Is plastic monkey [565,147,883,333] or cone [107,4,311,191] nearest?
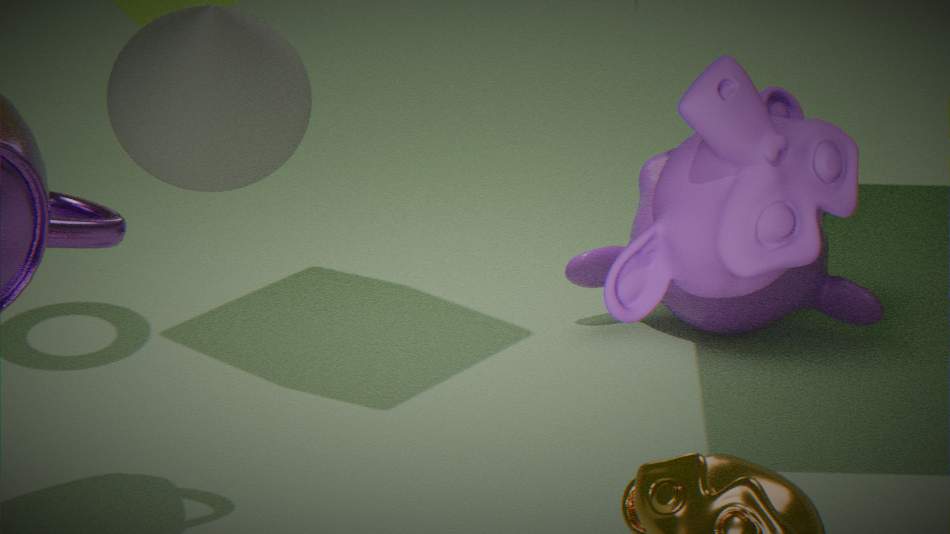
cone [107,4,311,191]
